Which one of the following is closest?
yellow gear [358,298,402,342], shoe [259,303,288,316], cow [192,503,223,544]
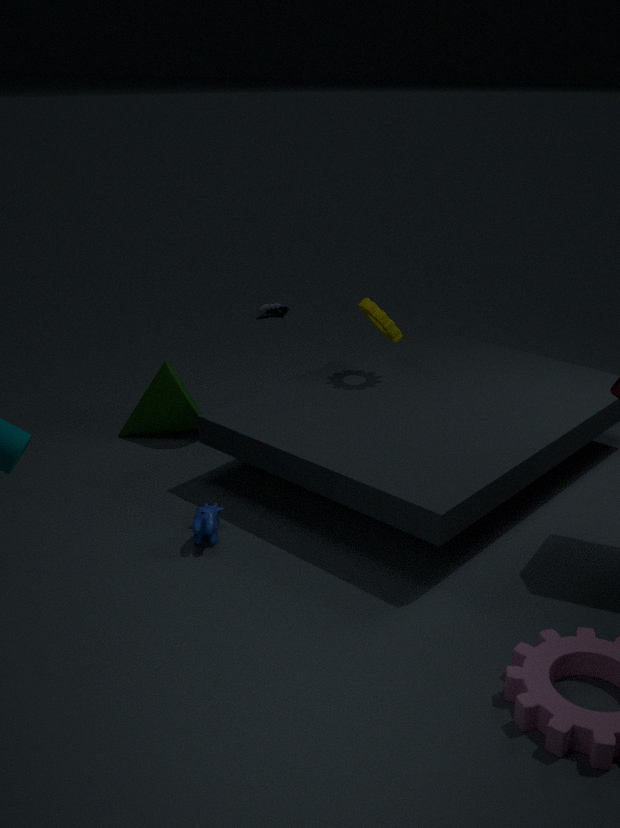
cow [192,503,223,544]
